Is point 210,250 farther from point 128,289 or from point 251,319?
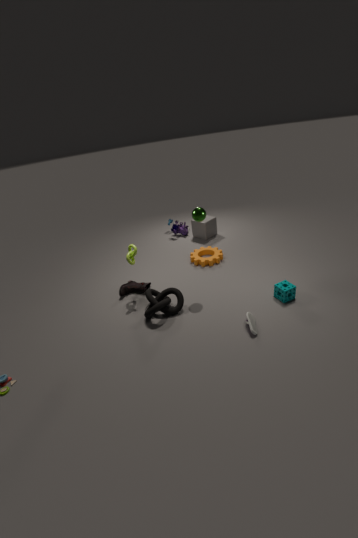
point 251,319
